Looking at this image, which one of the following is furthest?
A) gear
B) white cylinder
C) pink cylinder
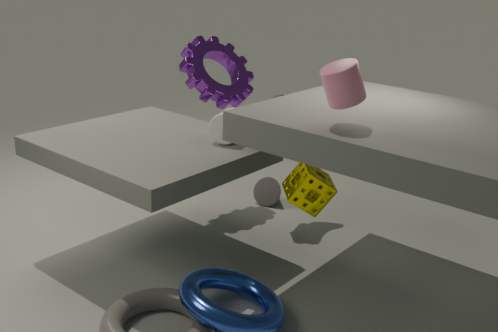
gear
